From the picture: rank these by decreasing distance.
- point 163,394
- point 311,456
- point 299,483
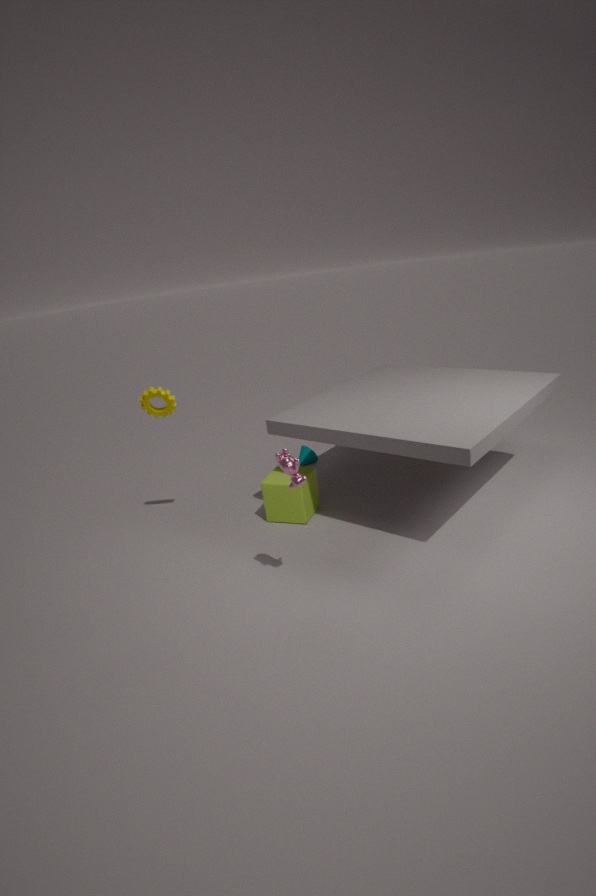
point 311,456 < point 163,394 < point 299,483
